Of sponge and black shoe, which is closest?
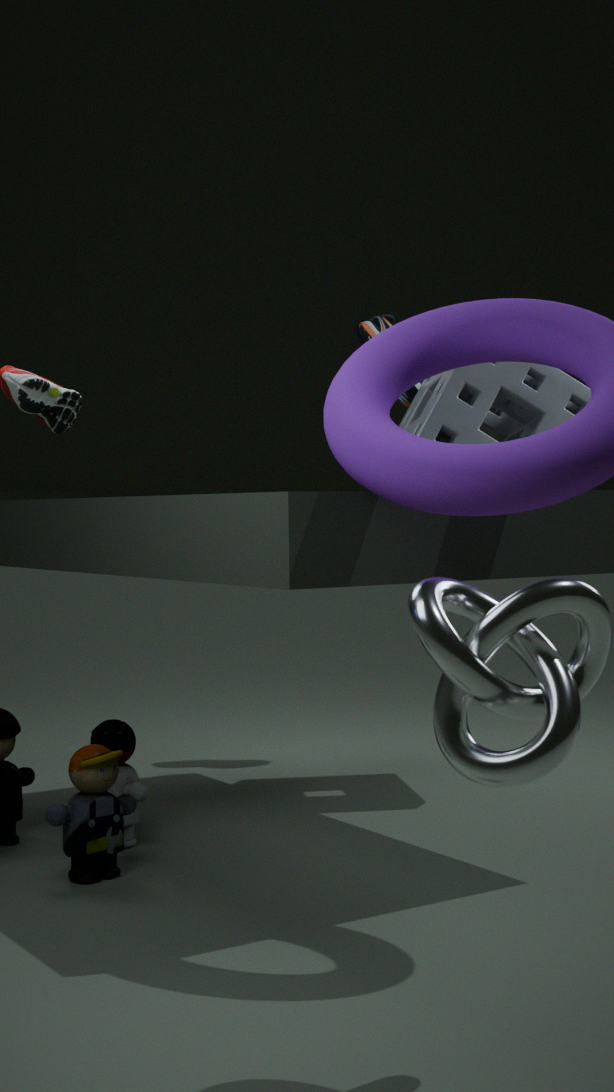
sponge
